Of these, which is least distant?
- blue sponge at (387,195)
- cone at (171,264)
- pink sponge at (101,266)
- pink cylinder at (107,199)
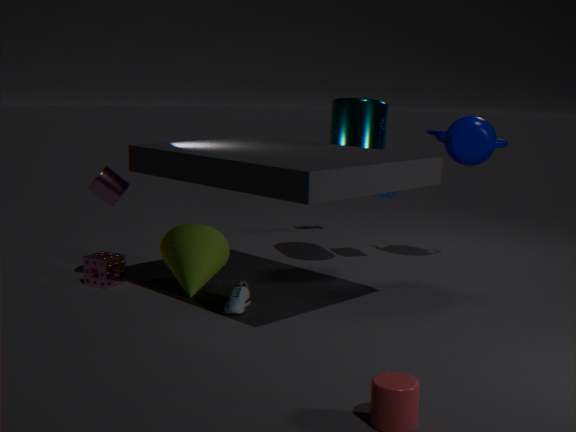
pink cylinder at (107,199)
